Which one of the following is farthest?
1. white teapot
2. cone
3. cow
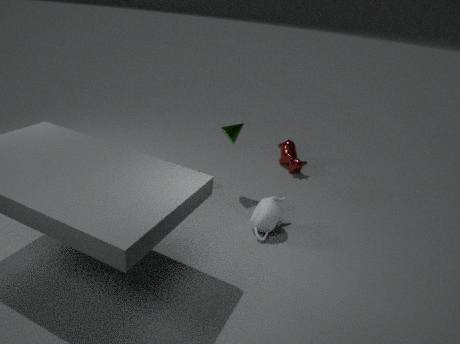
cow
